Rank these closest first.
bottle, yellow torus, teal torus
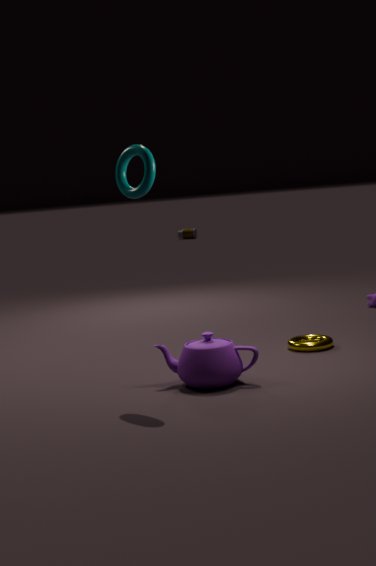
teal torus, yellow torus, bottle
